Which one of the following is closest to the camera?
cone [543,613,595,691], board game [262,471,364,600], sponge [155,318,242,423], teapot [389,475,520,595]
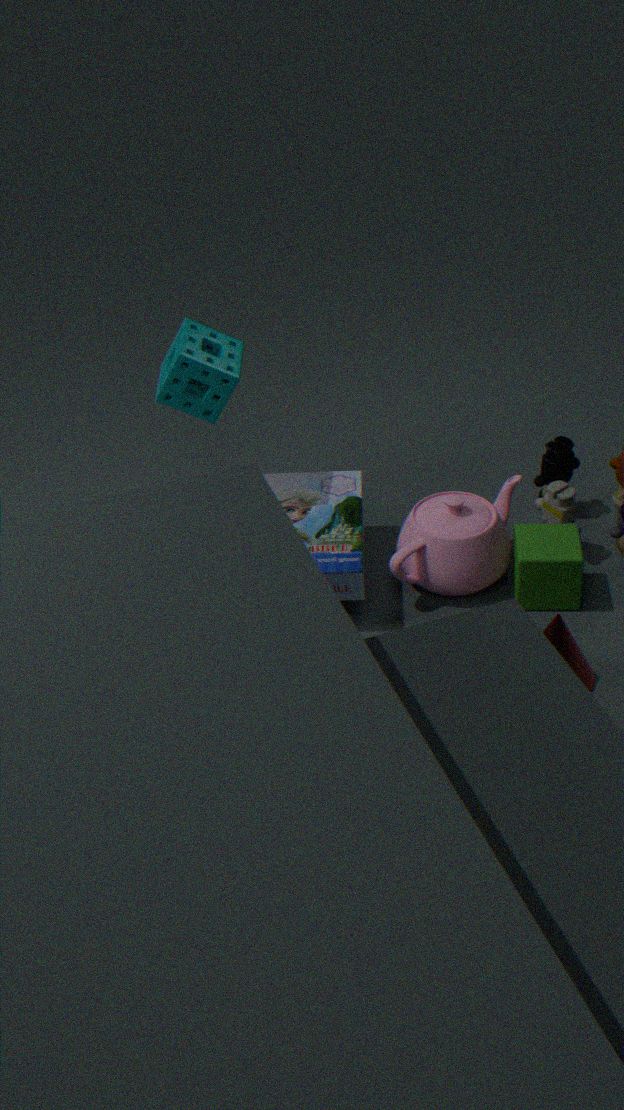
cone [543,613,595,691]
